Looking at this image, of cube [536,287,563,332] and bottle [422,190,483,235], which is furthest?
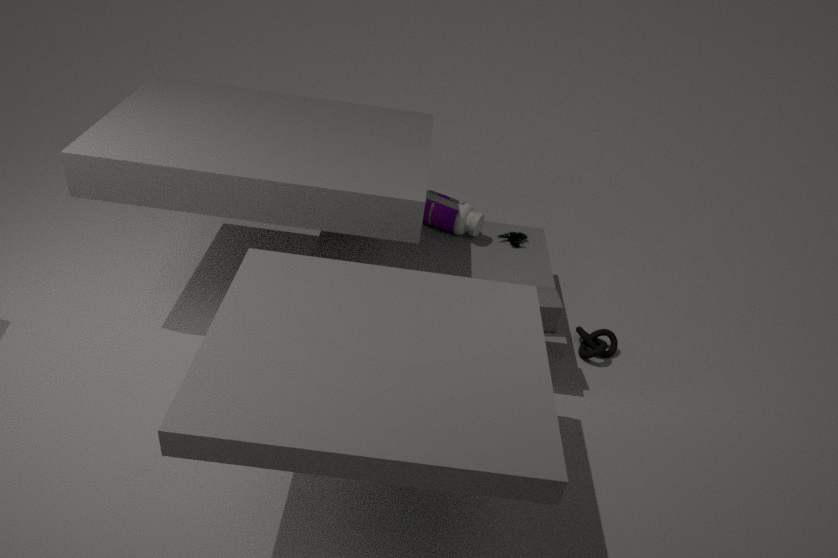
bottle [422,190,483,235]
